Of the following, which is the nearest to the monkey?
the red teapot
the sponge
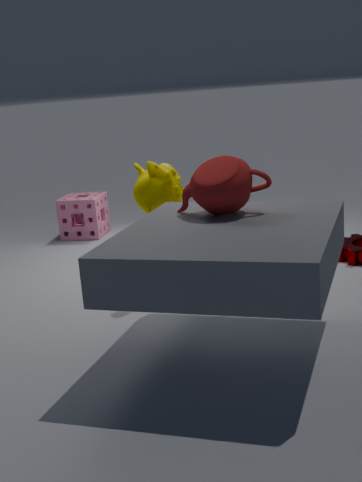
the red teapot
